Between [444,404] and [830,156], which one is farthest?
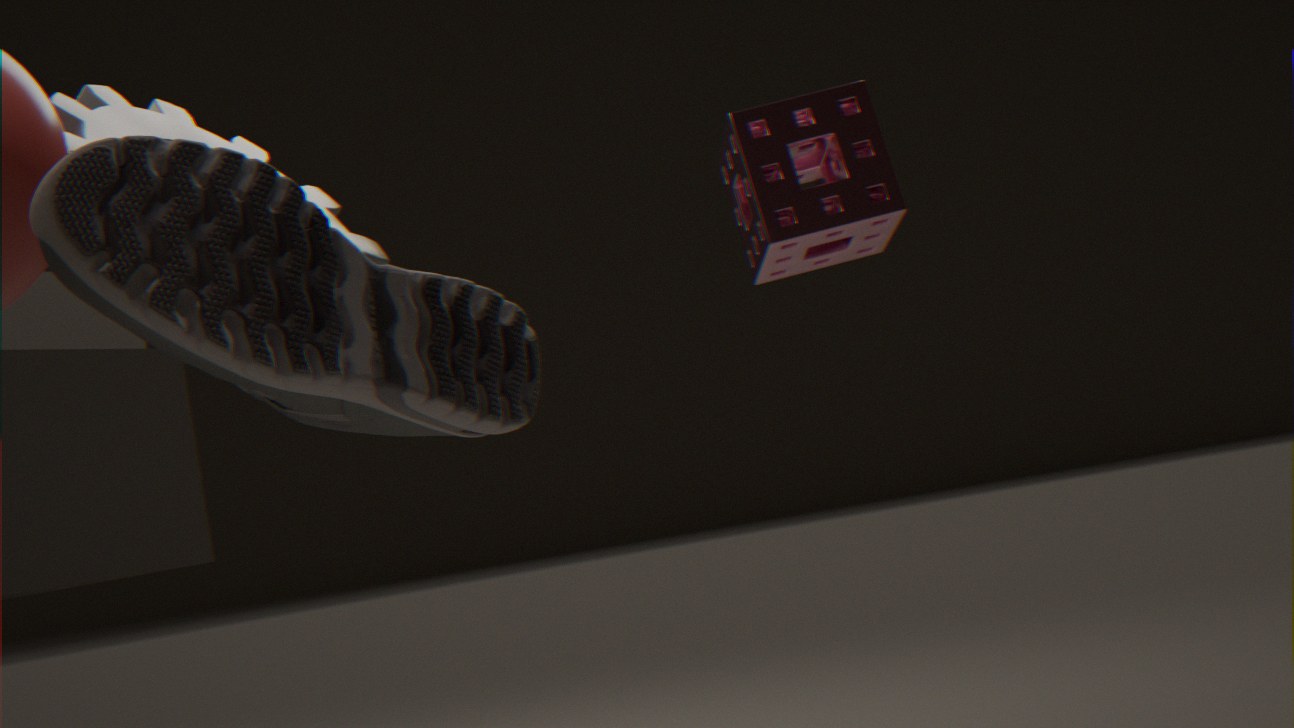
[830,156]
